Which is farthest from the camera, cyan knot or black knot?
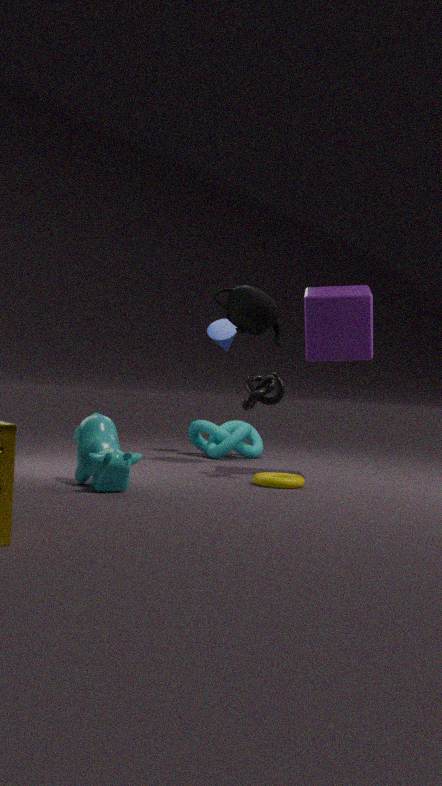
cyan knot
